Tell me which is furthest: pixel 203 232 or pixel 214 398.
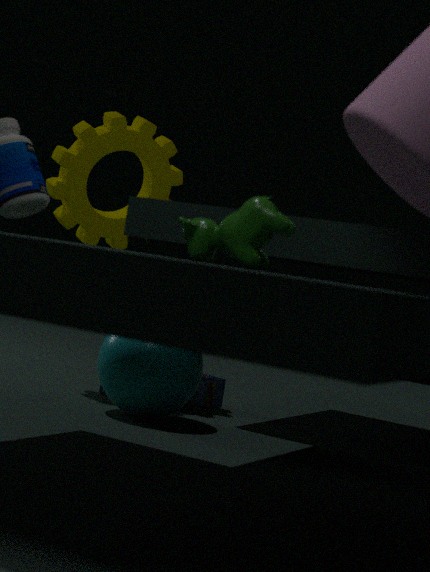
pixel 214 398
